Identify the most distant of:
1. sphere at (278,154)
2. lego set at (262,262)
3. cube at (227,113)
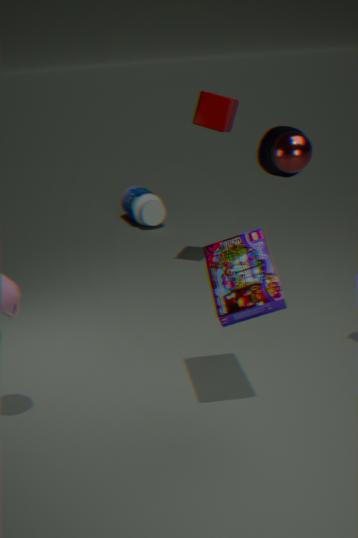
cube at (227,113)
